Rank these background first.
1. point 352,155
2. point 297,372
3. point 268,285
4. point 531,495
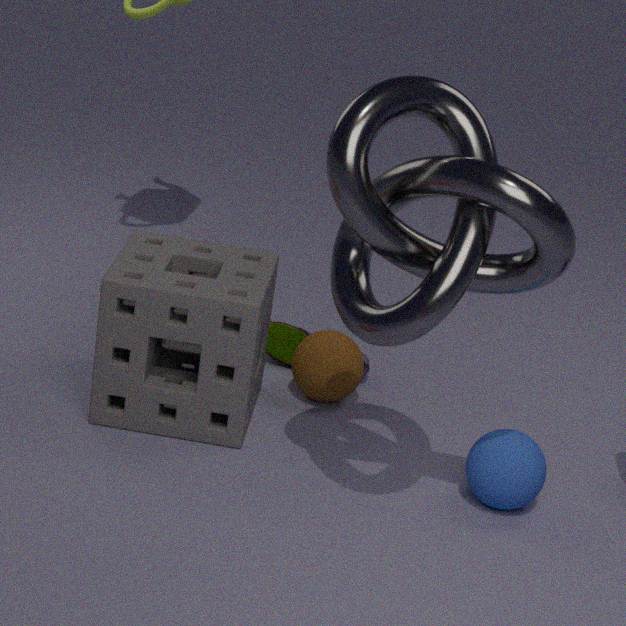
point 297,372 → point 268,285 → point 531,495 → point 352,155
